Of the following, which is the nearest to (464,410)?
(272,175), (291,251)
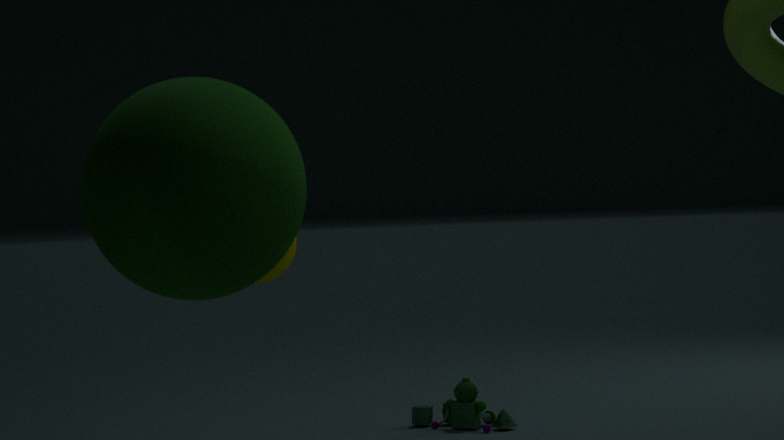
(291,251)
